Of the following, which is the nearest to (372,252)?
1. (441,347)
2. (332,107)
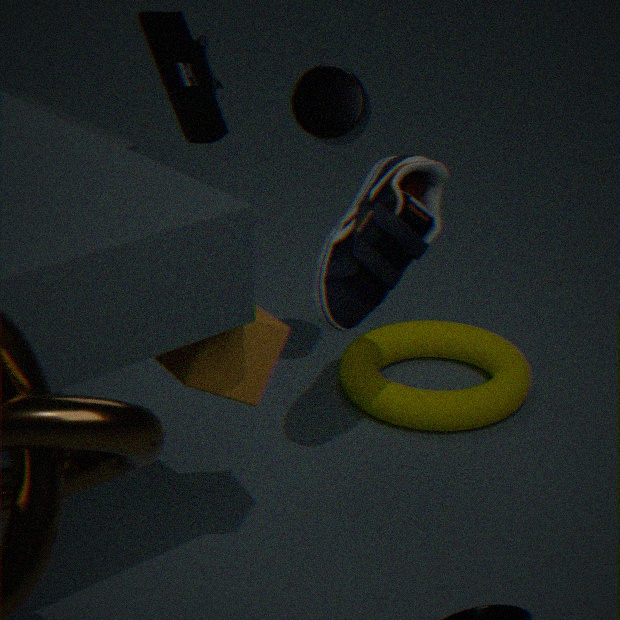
(332,107)
